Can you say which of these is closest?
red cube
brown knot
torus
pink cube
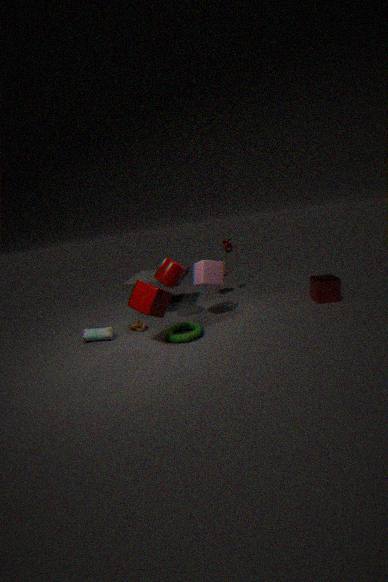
torus
